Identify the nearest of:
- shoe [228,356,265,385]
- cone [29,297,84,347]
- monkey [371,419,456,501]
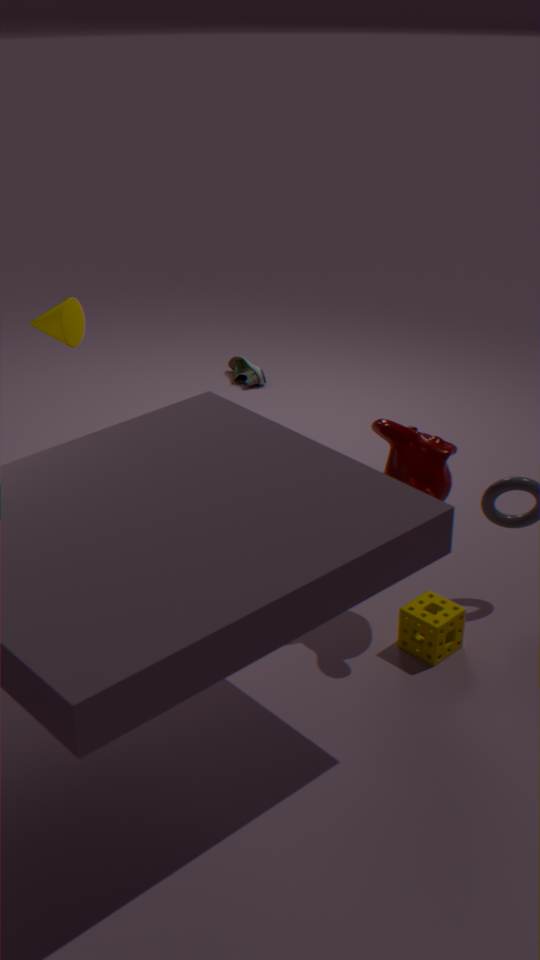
monkey [371,419,456,501]
